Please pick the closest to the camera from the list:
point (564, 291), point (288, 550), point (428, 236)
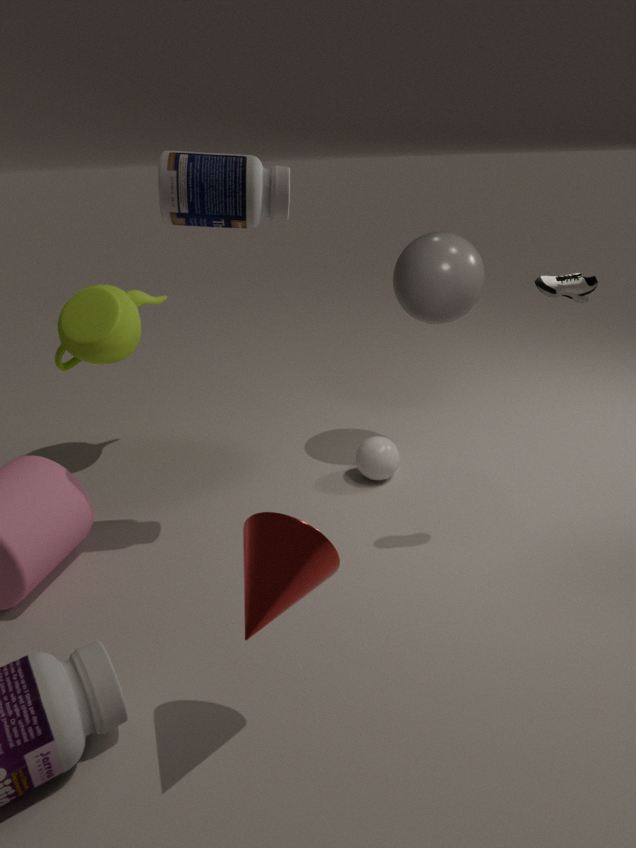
point (288, 550)
